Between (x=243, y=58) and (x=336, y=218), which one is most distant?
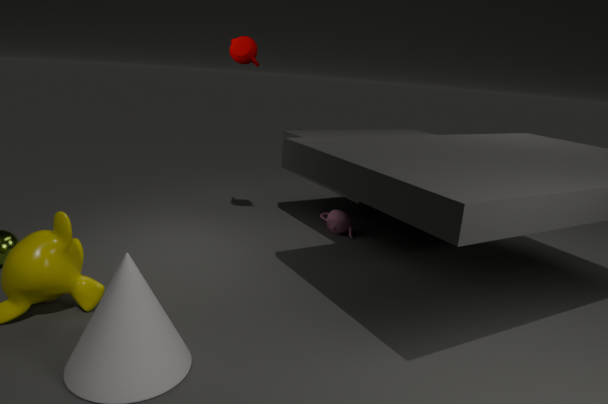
(x=336, y=218)
